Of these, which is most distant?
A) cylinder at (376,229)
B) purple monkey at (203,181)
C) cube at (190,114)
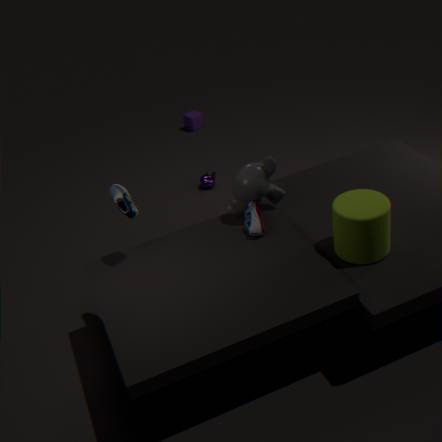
cube at (190,114)
